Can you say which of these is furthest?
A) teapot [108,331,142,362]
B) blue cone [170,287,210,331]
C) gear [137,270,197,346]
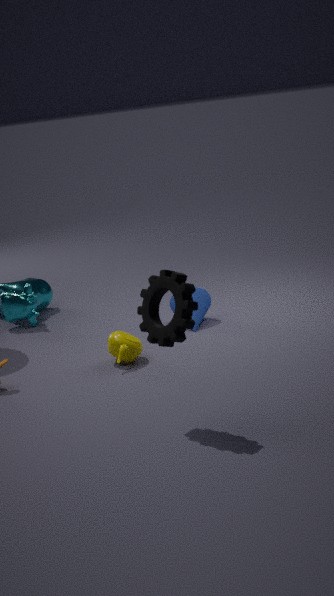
blue cone [170,287,210,331]
